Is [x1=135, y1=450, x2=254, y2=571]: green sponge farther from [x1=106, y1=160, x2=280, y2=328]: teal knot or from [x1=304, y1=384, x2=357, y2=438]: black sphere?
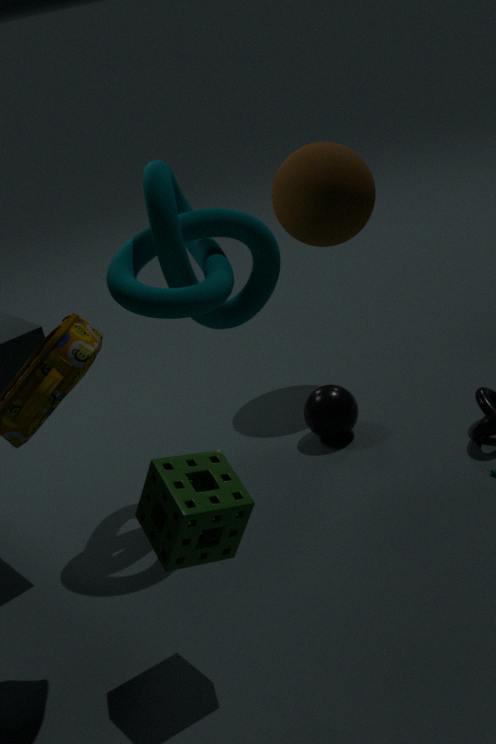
[x1=304, y1=384, x2=357, y2=438]: black sphere
